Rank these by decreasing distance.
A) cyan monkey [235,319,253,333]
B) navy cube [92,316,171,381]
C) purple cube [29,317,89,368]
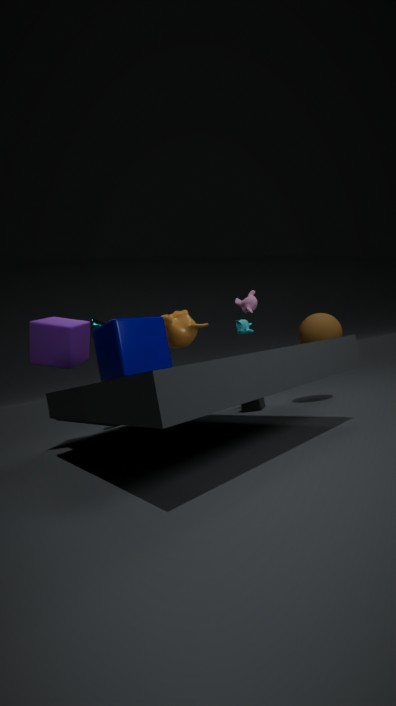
A. cyan monkey [235,319,253,333], C. purple cube [29,317,89,368], B. navy cube [92,316,171,381]
